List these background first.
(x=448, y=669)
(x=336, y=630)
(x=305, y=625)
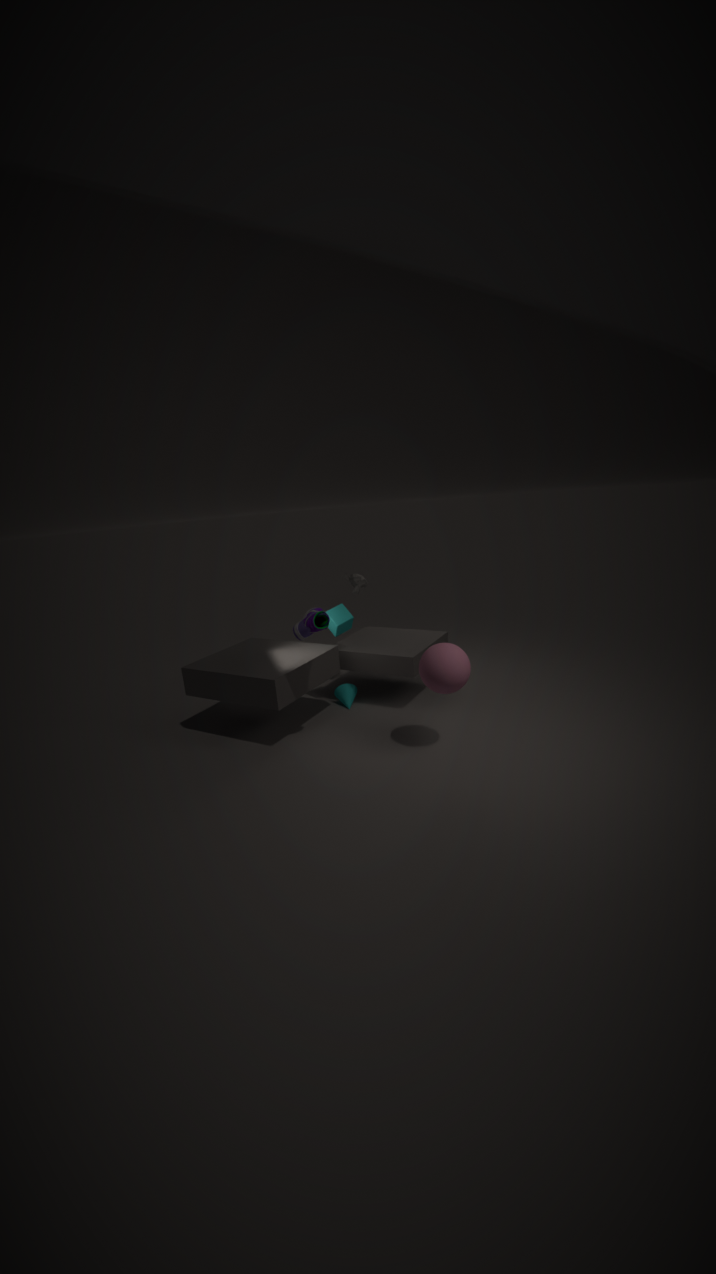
(x=336, y=630) → (x=305, y=625) → (x=448, y=669)
